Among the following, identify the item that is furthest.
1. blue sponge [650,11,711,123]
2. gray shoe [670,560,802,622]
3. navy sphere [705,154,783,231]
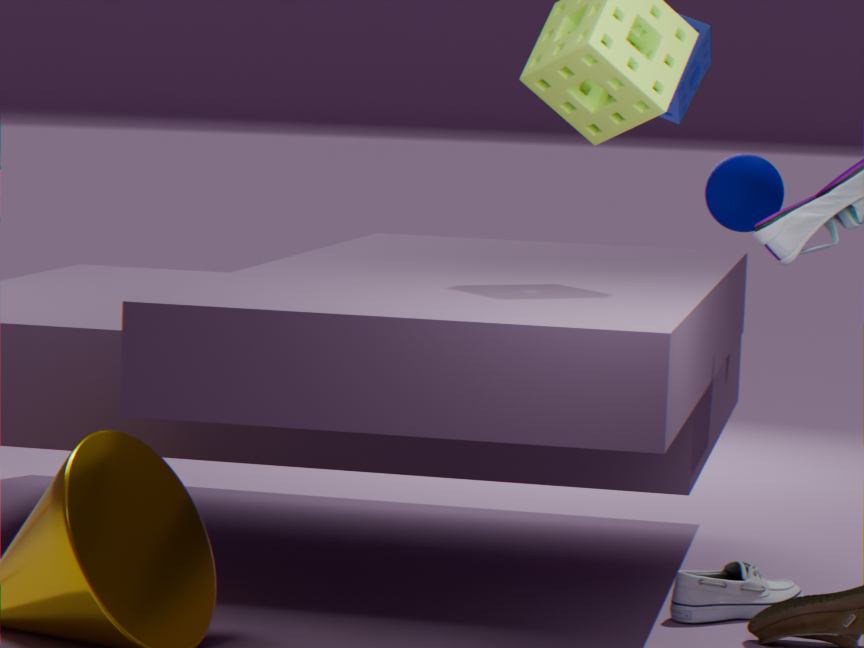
blue sponge [650,11,711,123]
